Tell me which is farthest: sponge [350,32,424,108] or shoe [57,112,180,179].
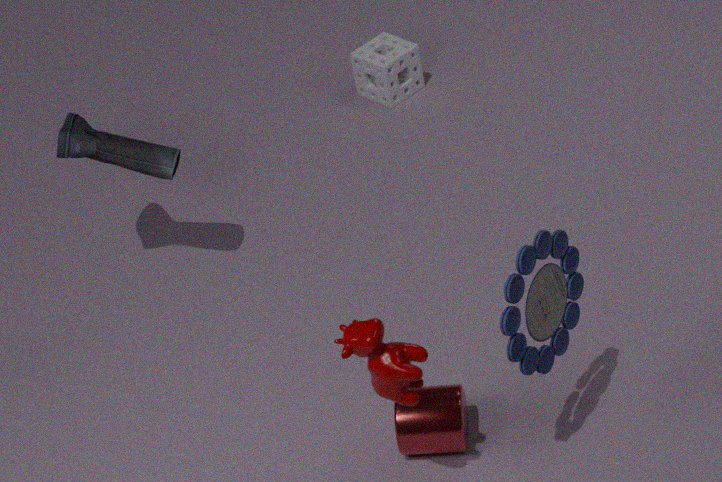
sponge [350,32,424,108]
